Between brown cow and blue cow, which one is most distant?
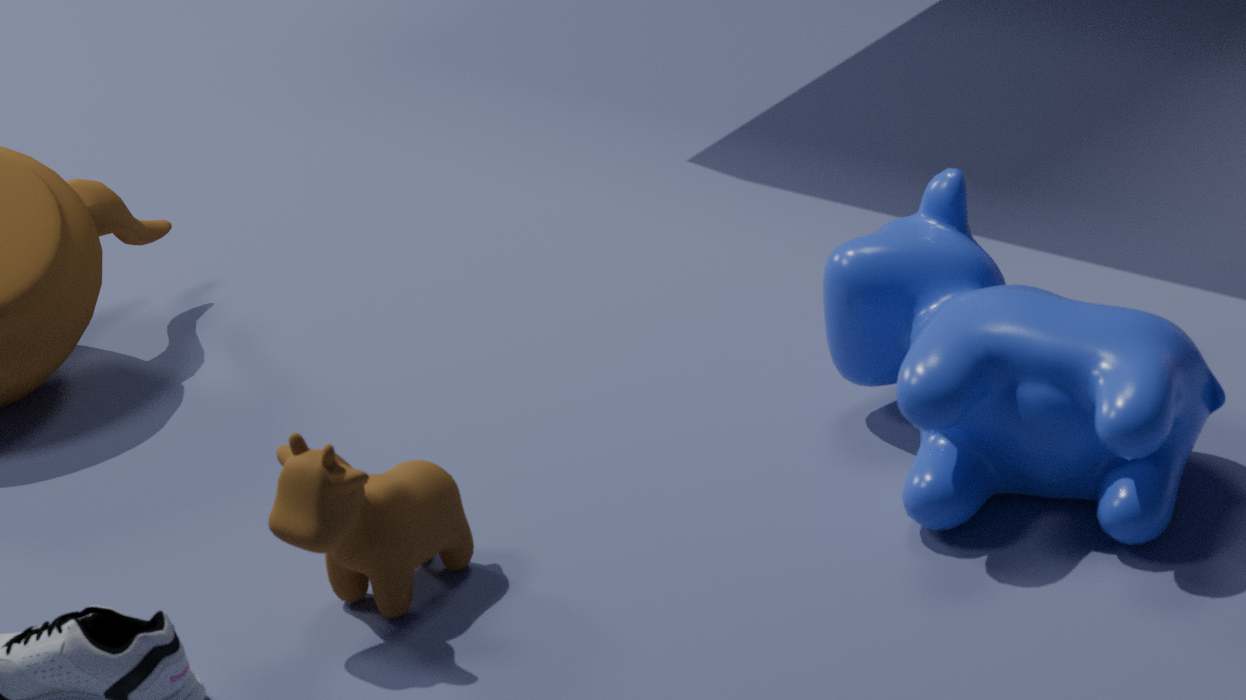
blue cow
